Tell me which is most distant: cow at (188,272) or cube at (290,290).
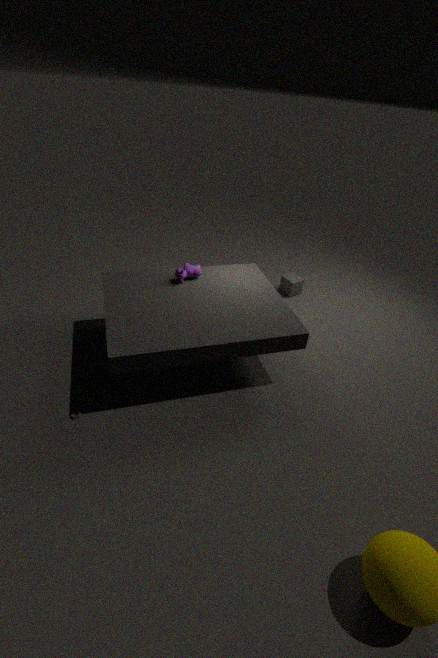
cube at (290,290)
